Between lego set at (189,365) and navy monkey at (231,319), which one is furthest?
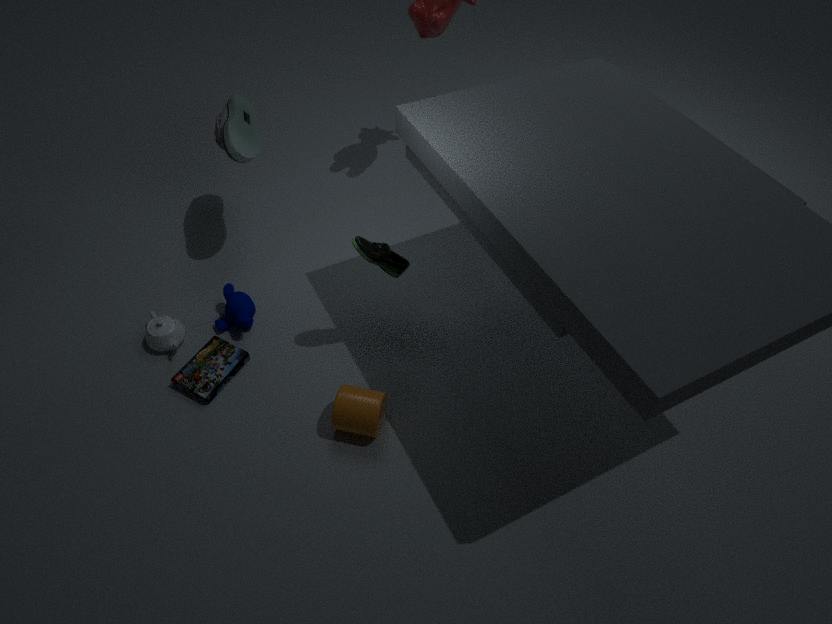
navy monkey at (231,319)
